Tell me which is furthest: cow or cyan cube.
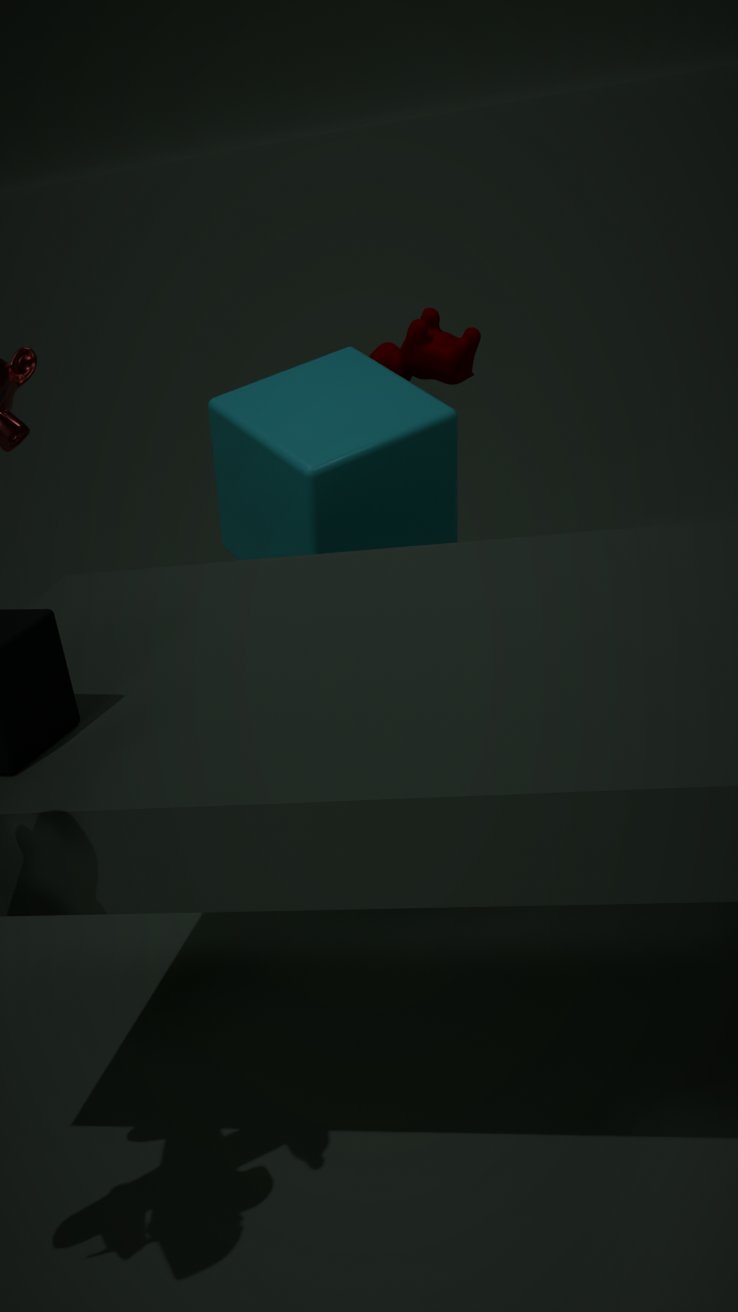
cow
